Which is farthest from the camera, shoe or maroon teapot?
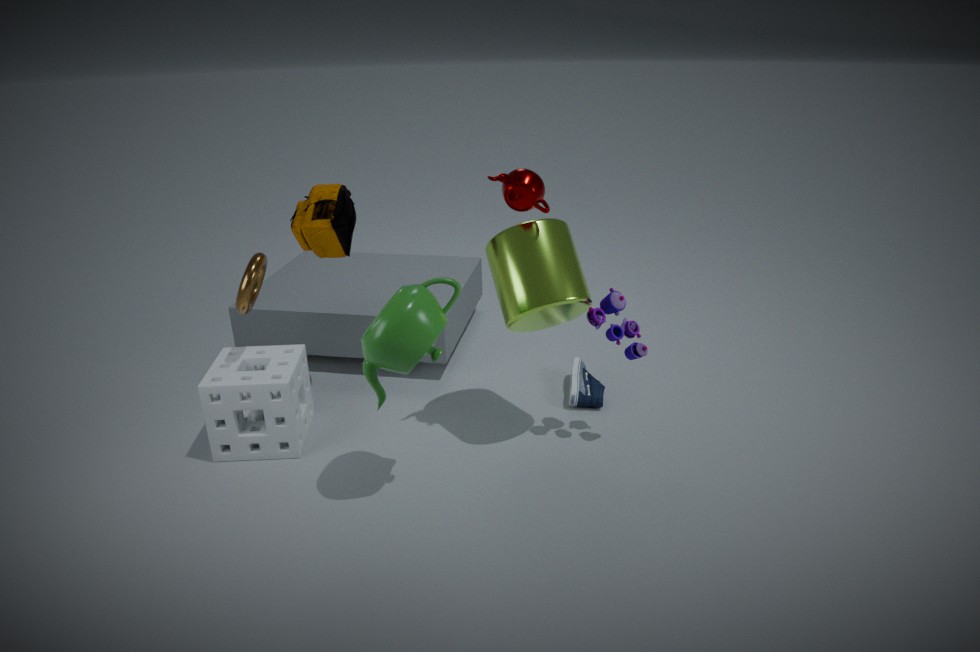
shoe
